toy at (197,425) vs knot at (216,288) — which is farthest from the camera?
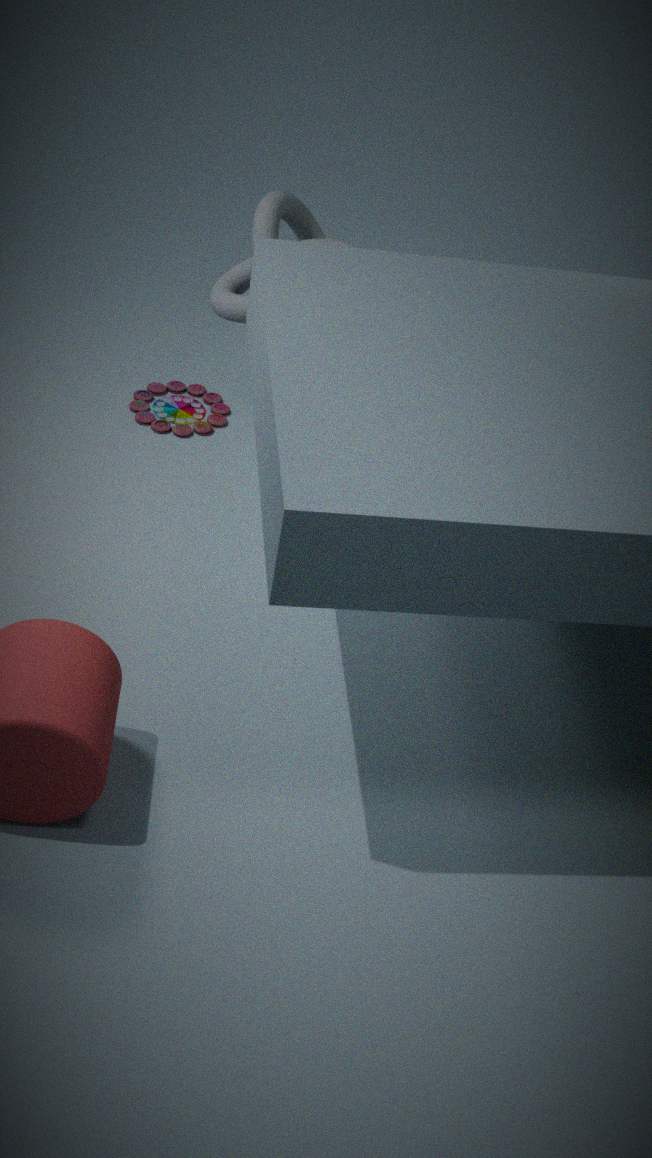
toy at (197,425)
